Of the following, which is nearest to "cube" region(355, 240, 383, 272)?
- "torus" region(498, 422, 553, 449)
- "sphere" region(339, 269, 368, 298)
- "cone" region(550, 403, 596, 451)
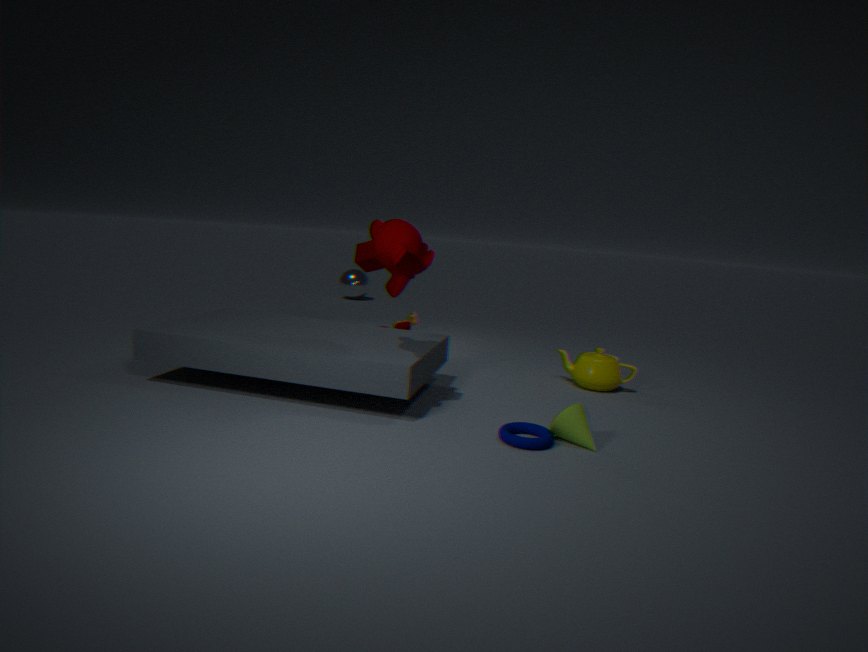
"sphere" region(339, 269, 368, 298)
